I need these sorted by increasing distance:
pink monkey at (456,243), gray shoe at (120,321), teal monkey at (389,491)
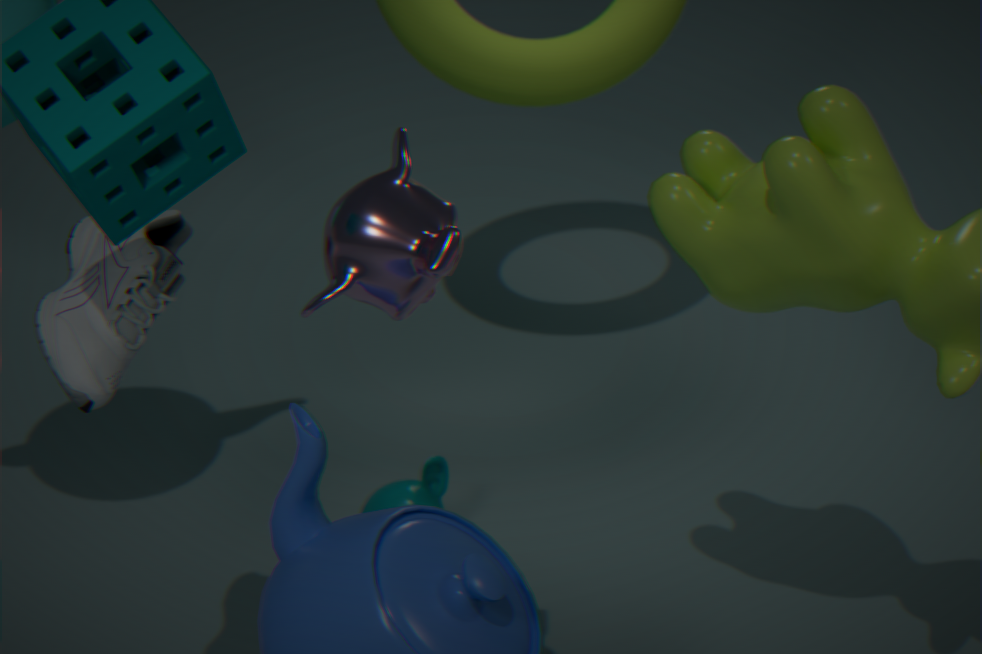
pink monkey at (456,243)
gray shoe at (120,321)
teal monkey at (389,491)
